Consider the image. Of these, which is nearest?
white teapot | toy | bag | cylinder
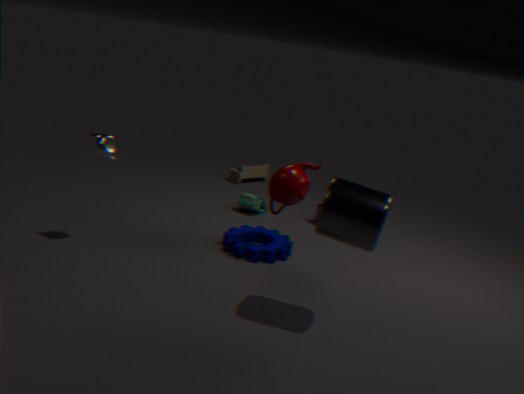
cylinder
